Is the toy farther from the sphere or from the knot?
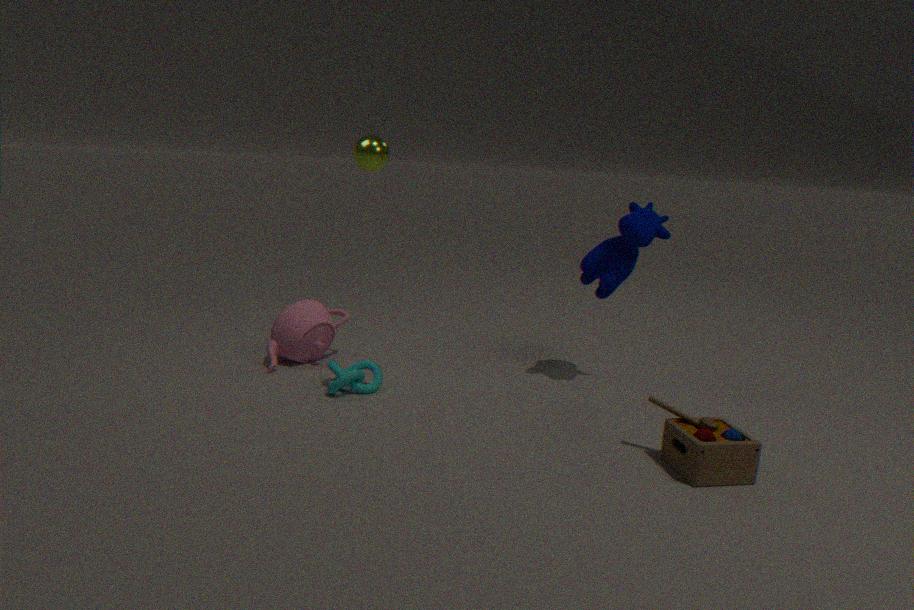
the sphere
